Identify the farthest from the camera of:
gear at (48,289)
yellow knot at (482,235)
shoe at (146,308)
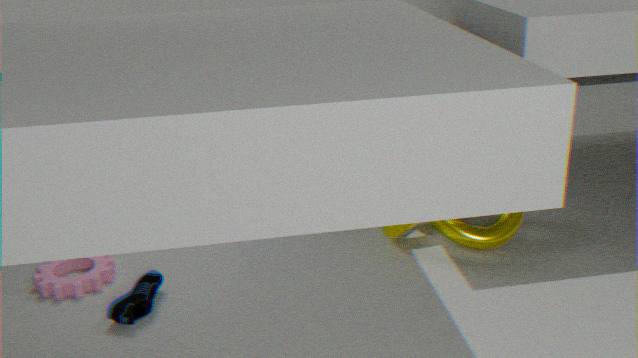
yellow knot at (482,235)
